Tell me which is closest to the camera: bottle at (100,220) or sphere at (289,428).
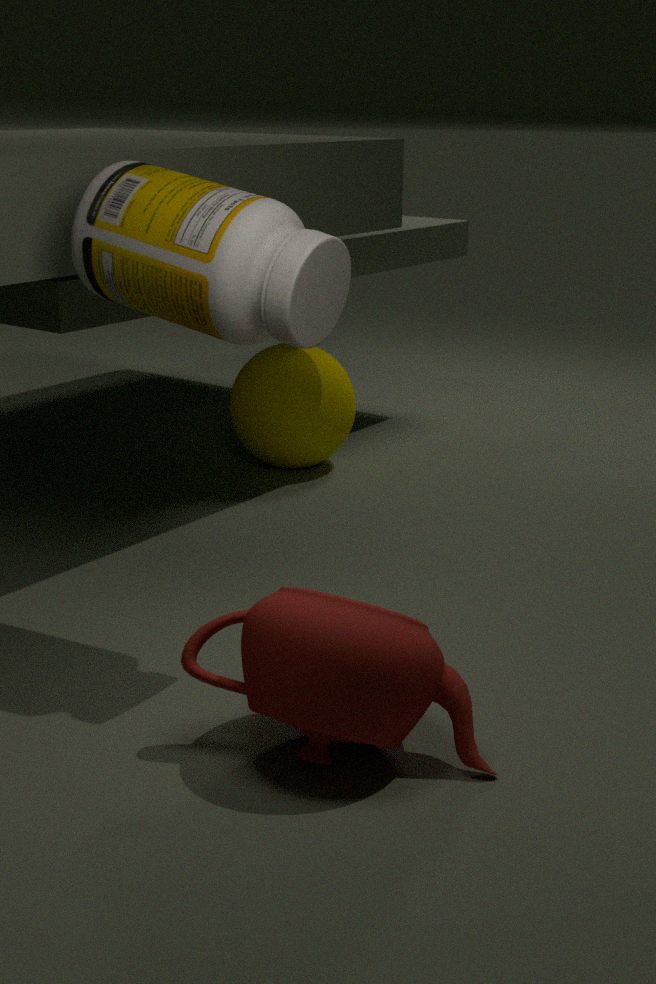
bottle at (100,220)
